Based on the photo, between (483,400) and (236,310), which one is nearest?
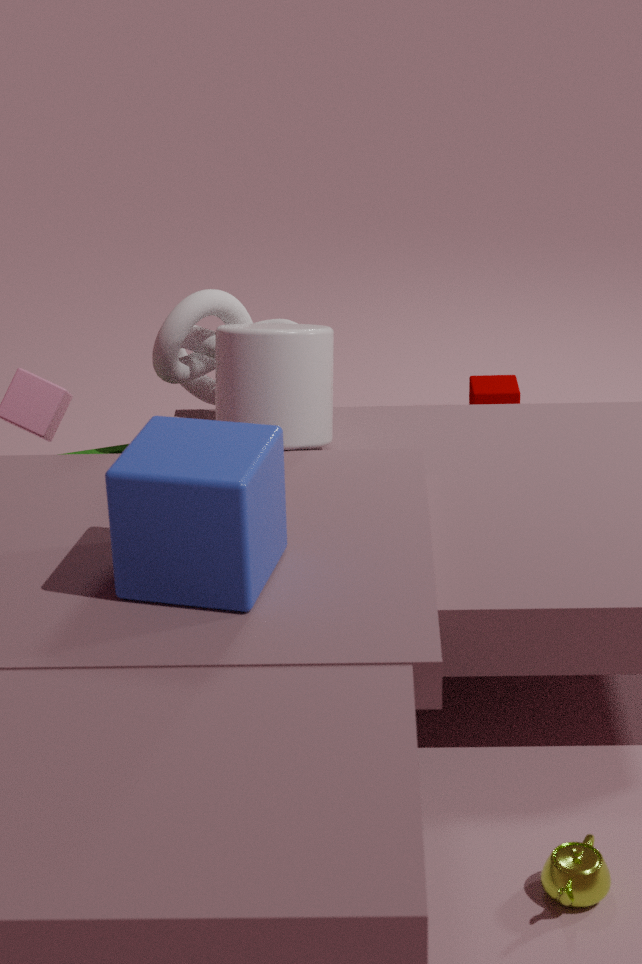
(236,310)
